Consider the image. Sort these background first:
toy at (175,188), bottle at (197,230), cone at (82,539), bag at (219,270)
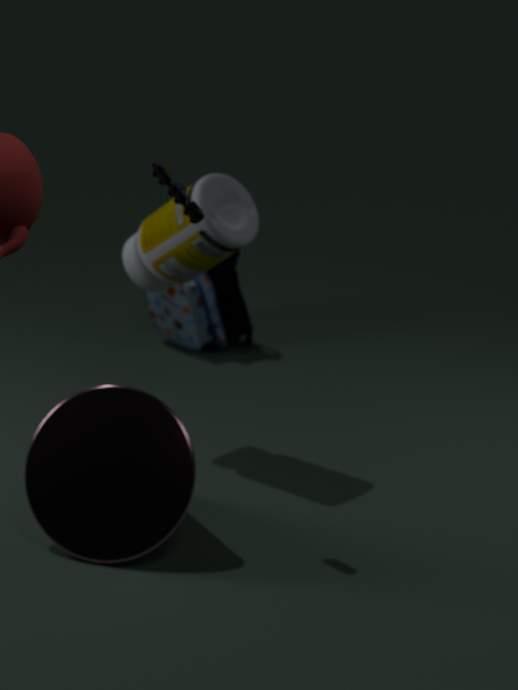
1. bag at (219,270)
2. bottle at (197,230)
3. cone at (82,539)
4. toy at (175,188)
